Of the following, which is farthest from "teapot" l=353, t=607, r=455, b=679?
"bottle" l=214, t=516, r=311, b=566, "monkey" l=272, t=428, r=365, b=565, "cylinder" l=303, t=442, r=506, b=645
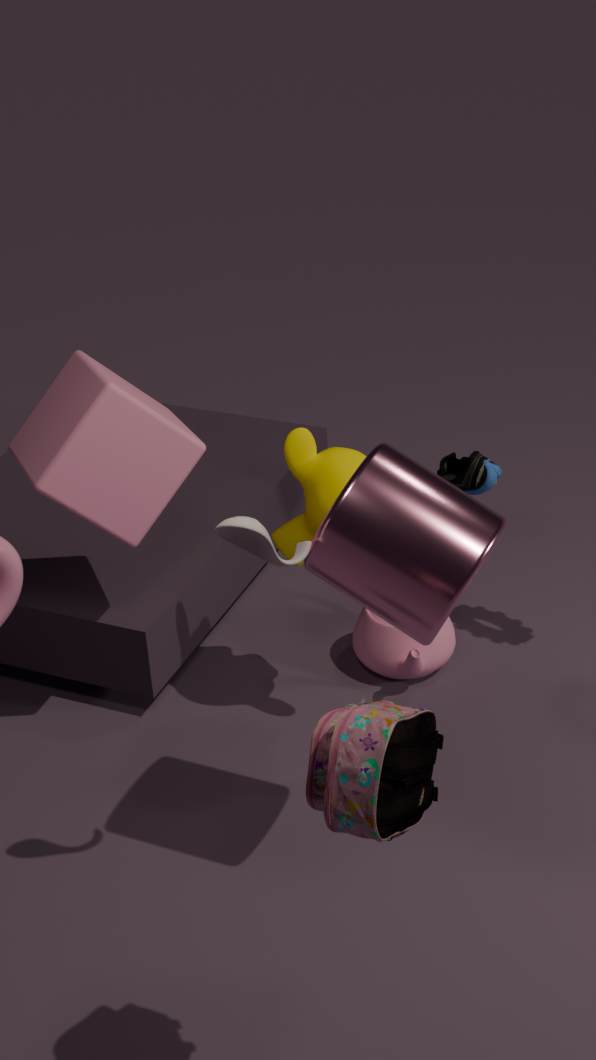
"bottle" l=214, t=516, r=311, b=566
